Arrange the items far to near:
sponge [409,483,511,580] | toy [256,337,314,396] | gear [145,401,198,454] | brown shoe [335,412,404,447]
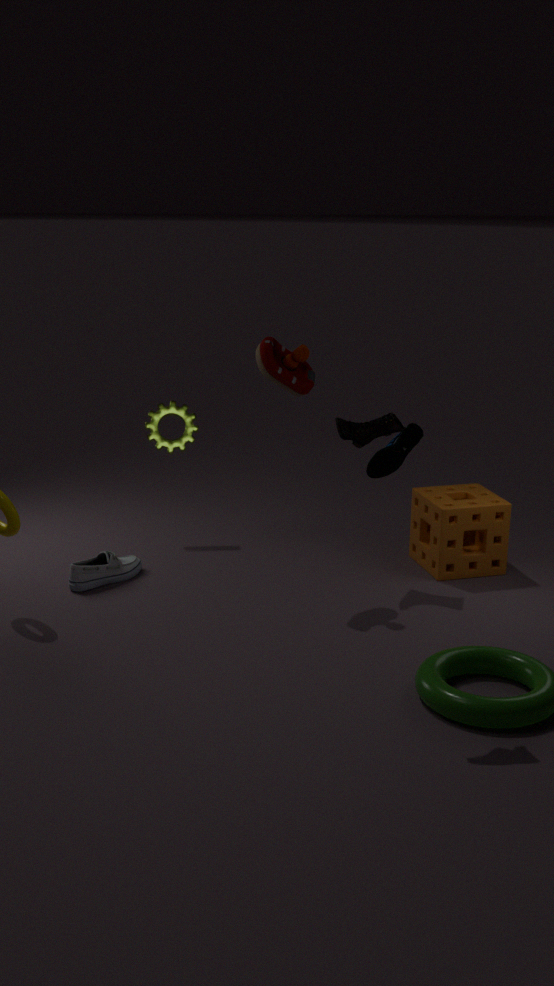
1. gear [145,401,198,454]
2. sponge [409,483,511,580]
3. brown shoe [335,412,404,447]
4. toy [256,337,314,396]
